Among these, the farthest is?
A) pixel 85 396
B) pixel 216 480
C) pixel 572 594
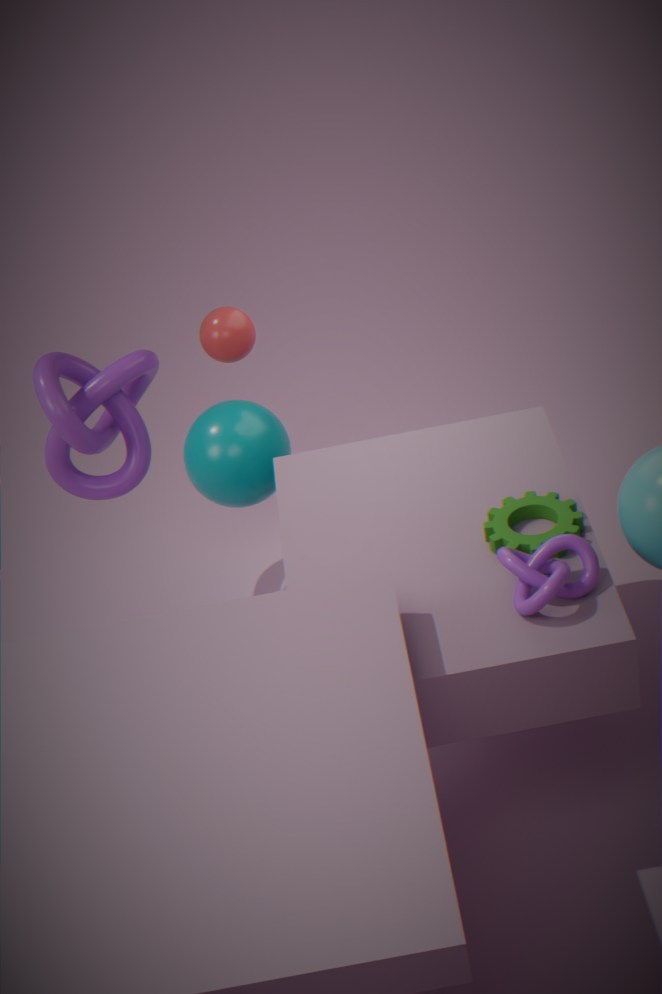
pixel 85 396
